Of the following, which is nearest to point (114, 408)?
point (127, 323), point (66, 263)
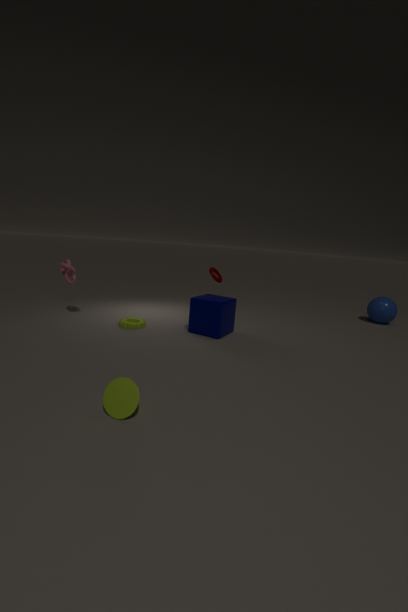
point (127, 323)
